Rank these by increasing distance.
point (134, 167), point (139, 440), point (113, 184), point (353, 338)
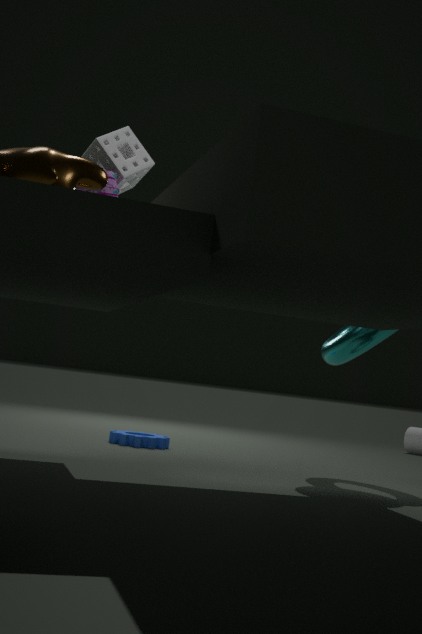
point (113, 184) → point (134, 167) → point (353, 338) → point (139, 440)
